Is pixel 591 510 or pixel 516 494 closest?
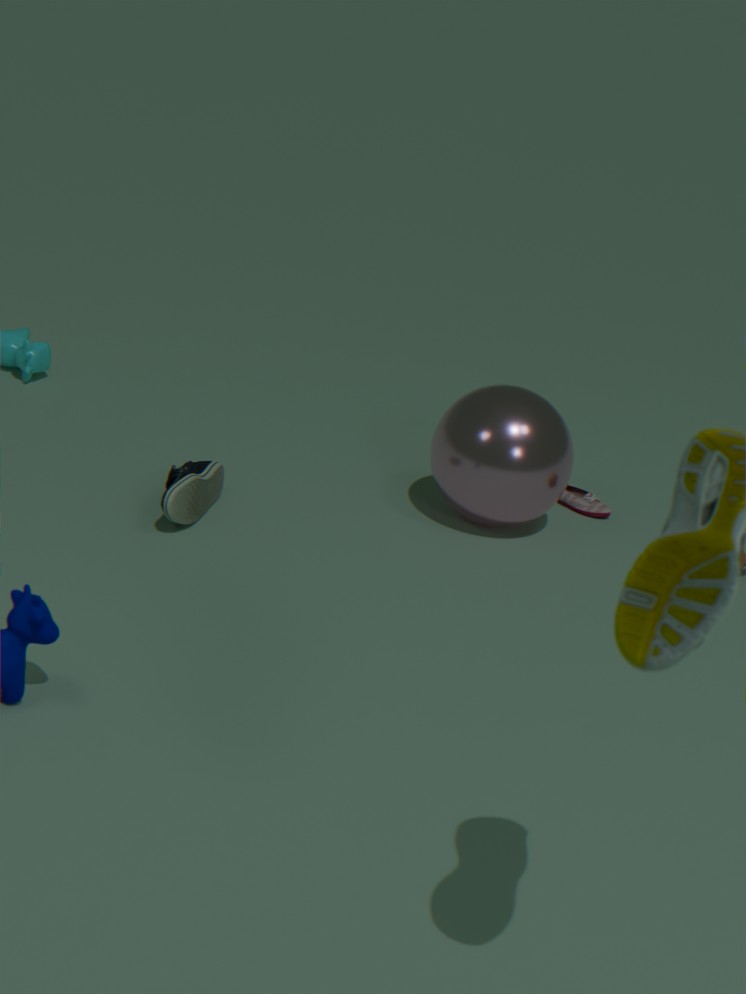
pixel 516 494
